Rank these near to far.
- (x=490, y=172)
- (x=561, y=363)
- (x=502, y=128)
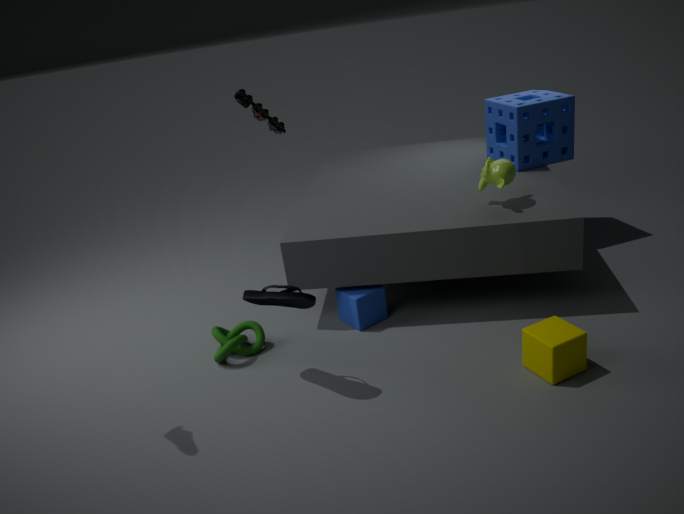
(x=561, y=363) < (x=490, y=172) < (x=502, y=128)
